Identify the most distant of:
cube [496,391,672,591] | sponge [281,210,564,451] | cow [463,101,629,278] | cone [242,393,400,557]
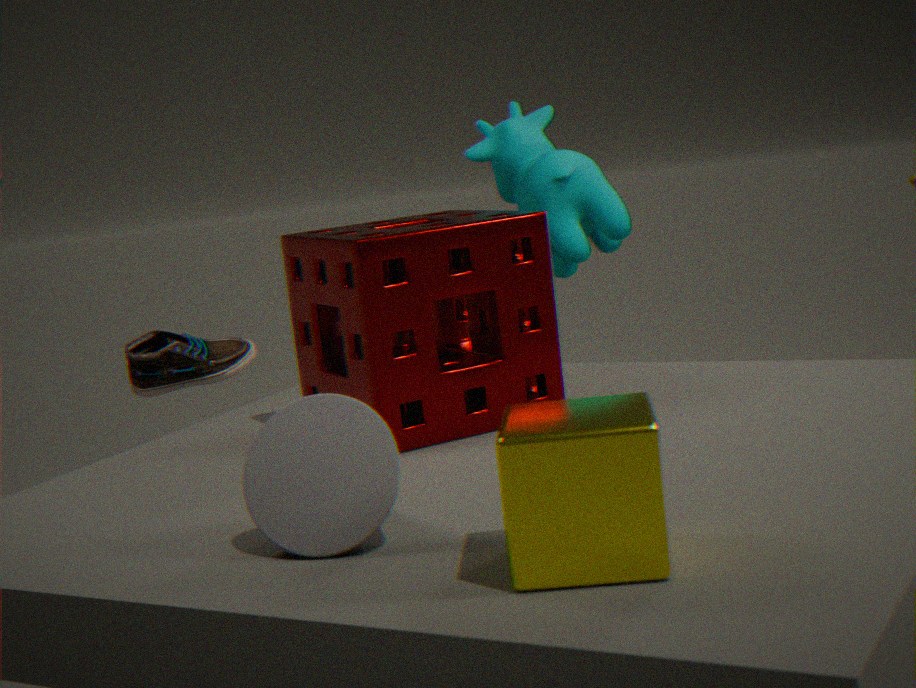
cow [463,101,629,278]
